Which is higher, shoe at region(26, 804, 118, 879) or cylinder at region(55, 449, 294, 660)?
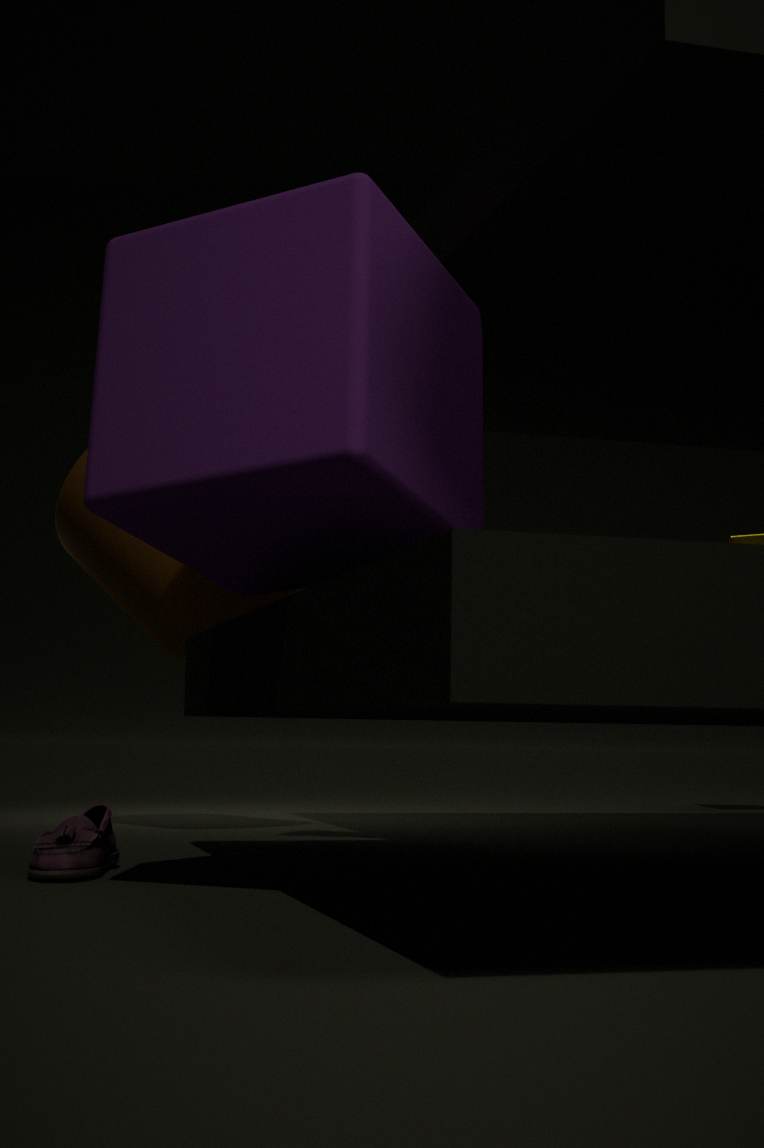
cylinder at region(55, 449, 294, 660)
